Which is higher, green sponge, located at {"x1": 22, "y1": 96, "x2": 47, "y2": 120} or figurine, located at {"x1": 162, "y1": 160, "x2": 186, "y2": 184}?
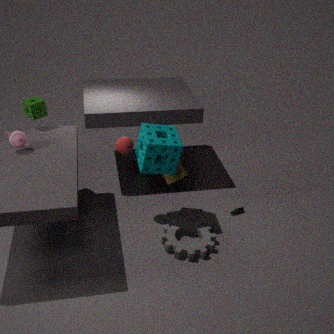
green sponge, located at {"x1": 22, "y1": 96, "x2": 47, "y2": 120}
